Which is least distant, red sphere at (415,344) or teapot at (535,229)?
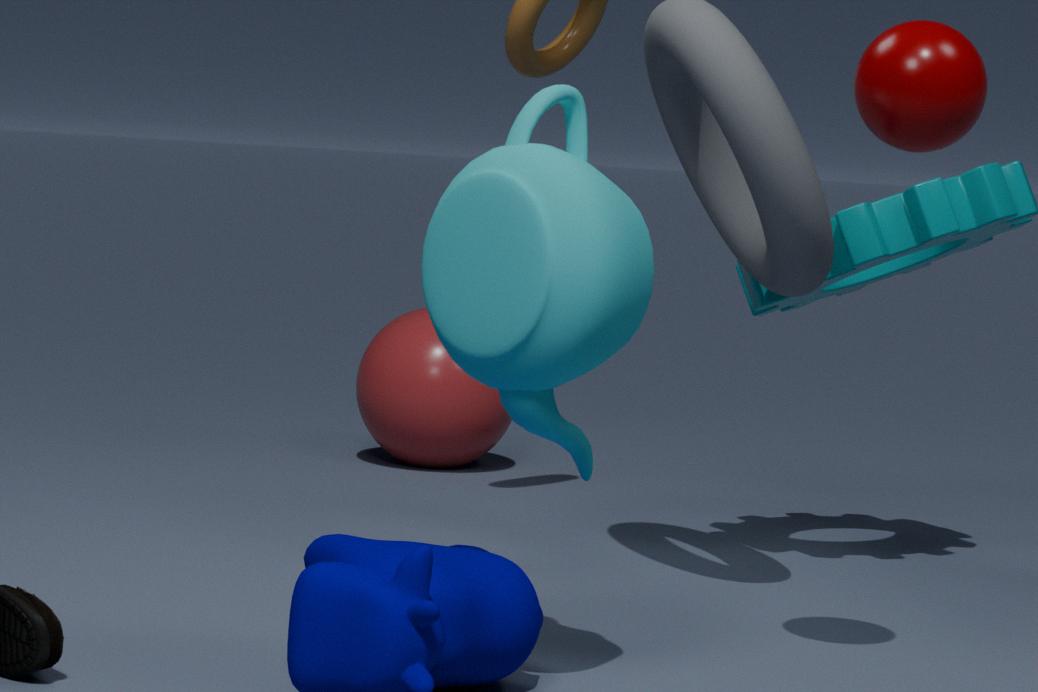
teapot at (535,229)
